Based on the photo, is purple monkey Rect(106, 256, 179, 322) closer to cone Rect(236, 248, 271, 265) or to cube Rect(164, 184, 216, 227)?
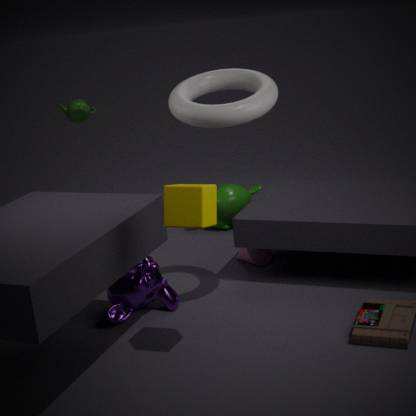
cone Rect(236, 248, 271, 265)
